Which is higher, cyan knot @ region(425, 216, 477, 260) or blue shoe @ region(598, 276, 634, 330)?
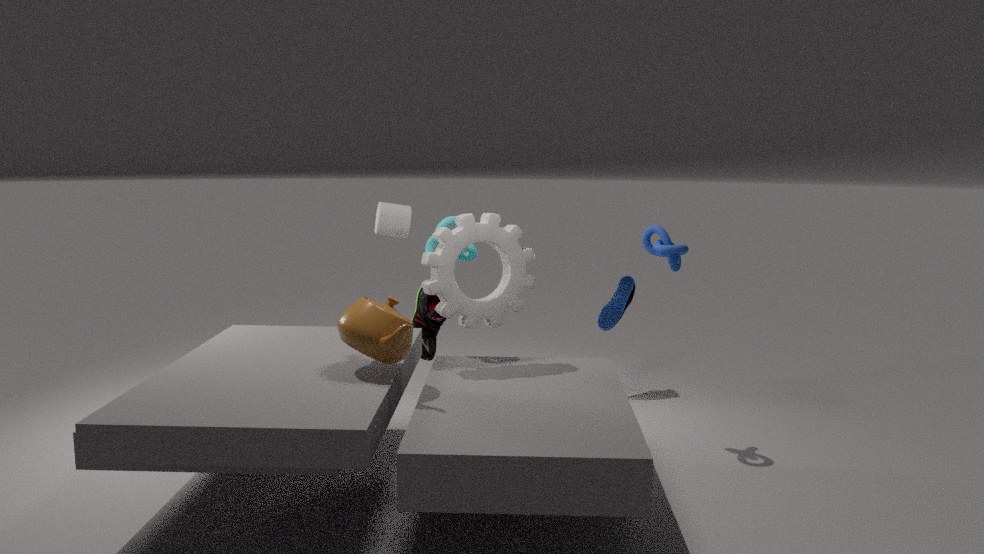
cyan knot @ region(425, 216, 477, 260)
